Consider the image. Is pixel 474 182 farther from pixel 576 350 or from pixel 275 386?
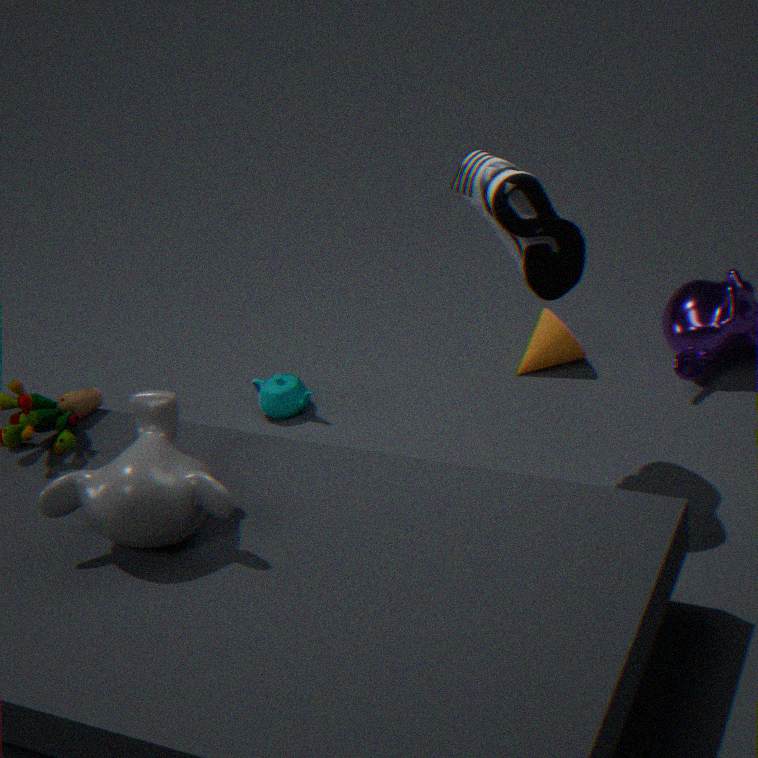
pixel 275 386
